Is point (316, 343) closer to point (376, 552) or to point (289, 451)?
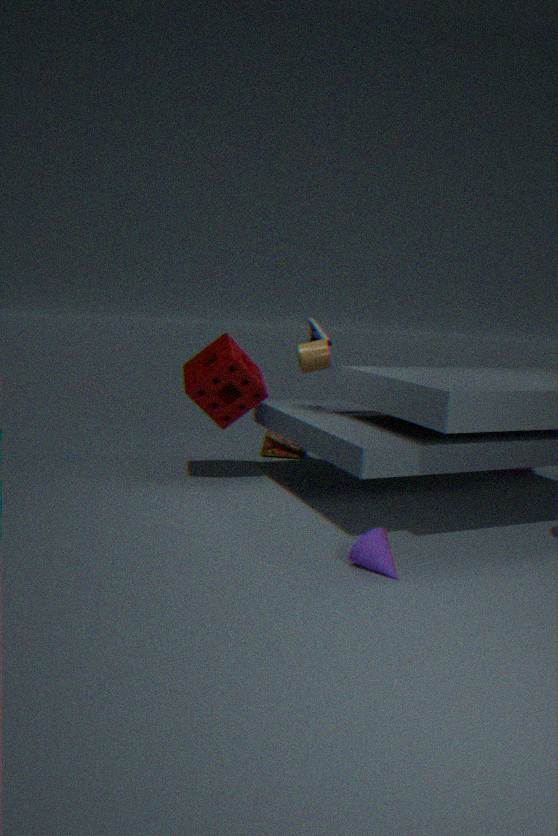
point (289, 451)
